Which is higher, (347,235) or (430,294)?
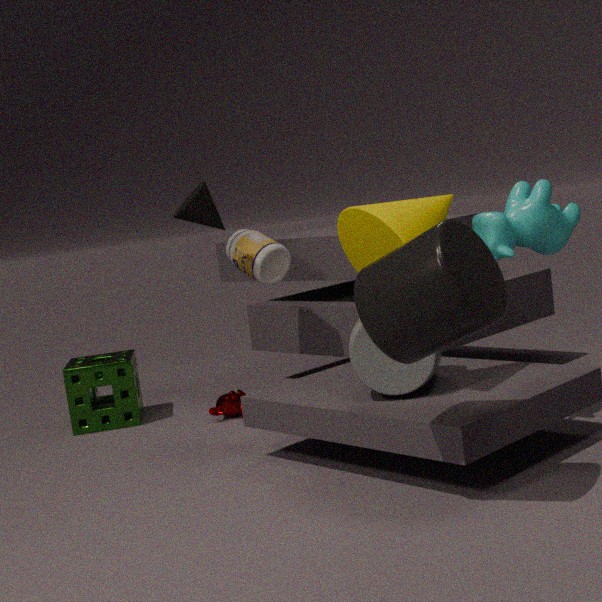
(347,235)
